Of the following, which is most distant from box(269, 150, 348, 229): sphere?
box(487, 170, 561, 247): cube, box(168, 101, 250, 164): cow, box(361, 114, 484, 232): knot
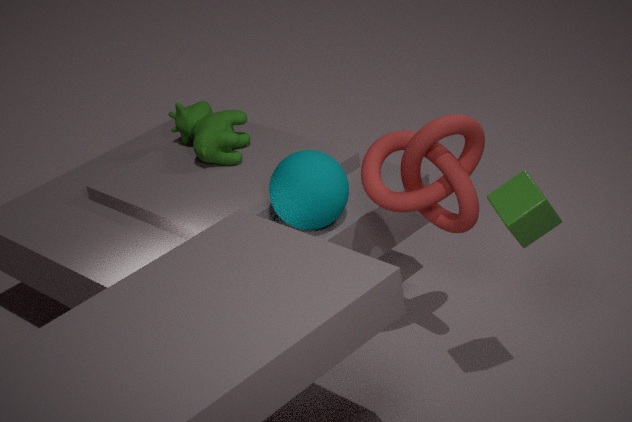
box(487, 170, 561, 247): cube
